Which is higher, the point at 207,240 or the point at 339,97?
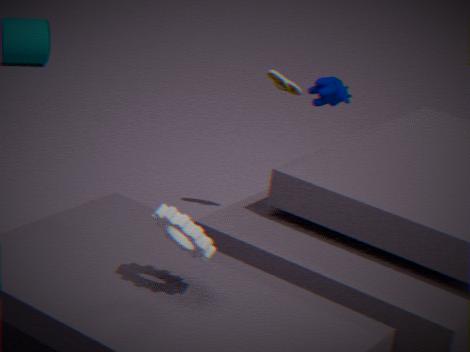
the point at 339,97
